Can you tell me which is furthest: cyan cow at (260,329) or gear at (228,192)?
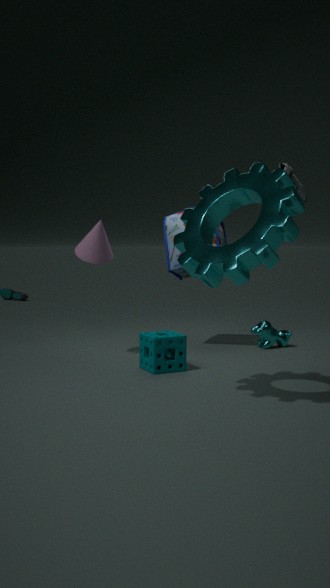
cyan cow at (260,329)
